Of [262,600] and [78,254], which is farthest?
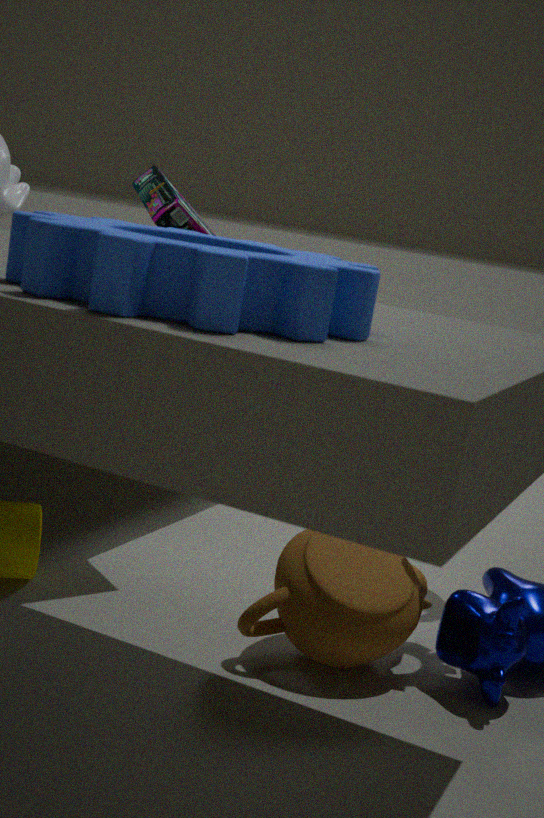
[262,600]
